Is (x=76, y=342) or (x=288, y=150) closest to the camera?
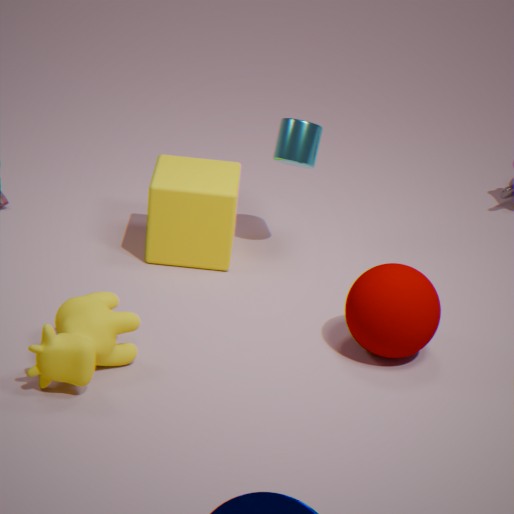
(x=76, y=342)
